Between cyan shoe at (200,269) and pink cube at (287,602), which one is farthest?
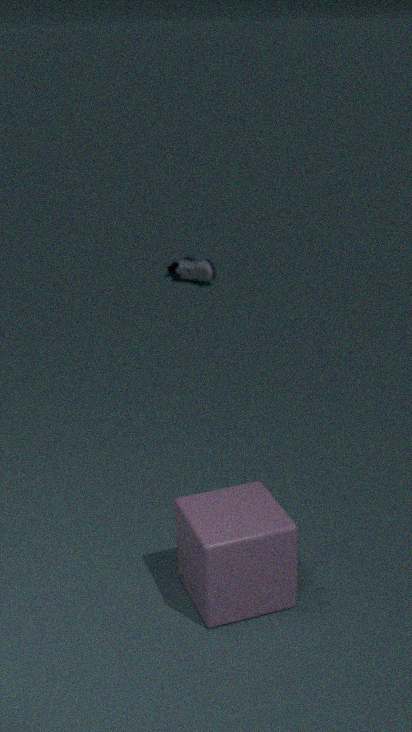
cyan shoe at (200,269)
